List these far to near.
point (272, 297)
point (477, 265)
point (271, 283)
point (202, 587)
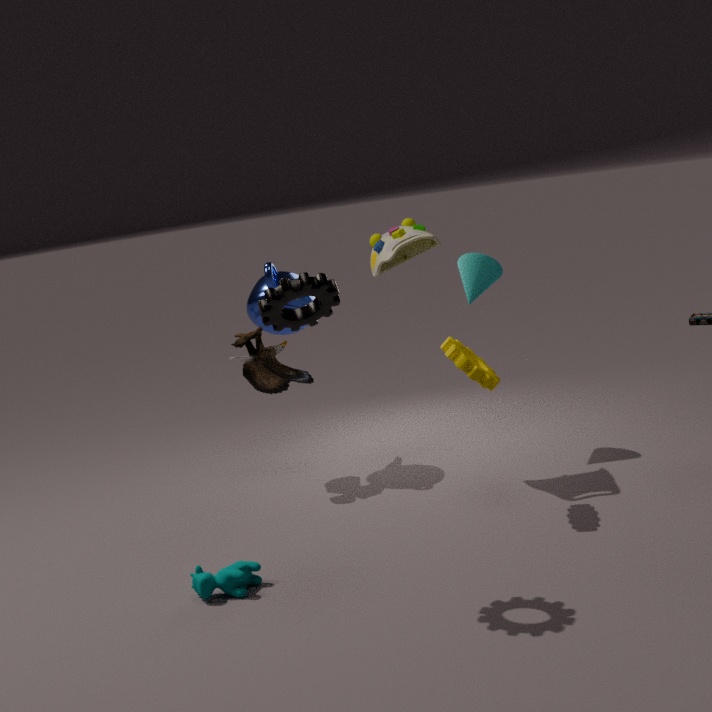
point (477, 265) < point (271, 283) < point (202, 587) < point (272, 297)
